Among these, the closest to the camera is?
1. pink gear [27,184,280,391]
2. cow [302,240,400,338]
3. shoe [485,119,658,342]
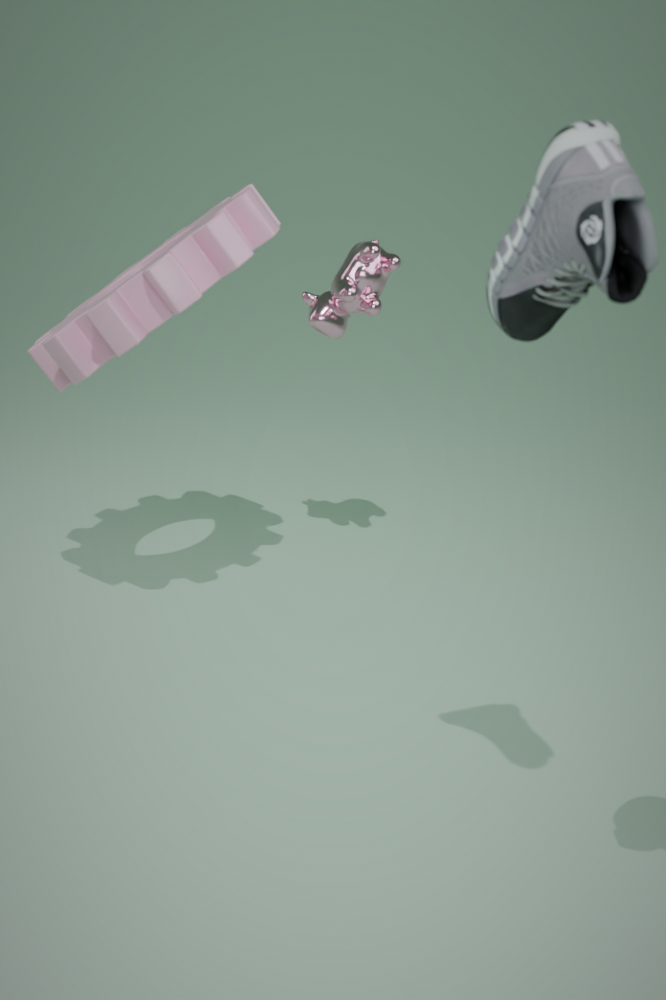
shoe [485,119,658,342]
